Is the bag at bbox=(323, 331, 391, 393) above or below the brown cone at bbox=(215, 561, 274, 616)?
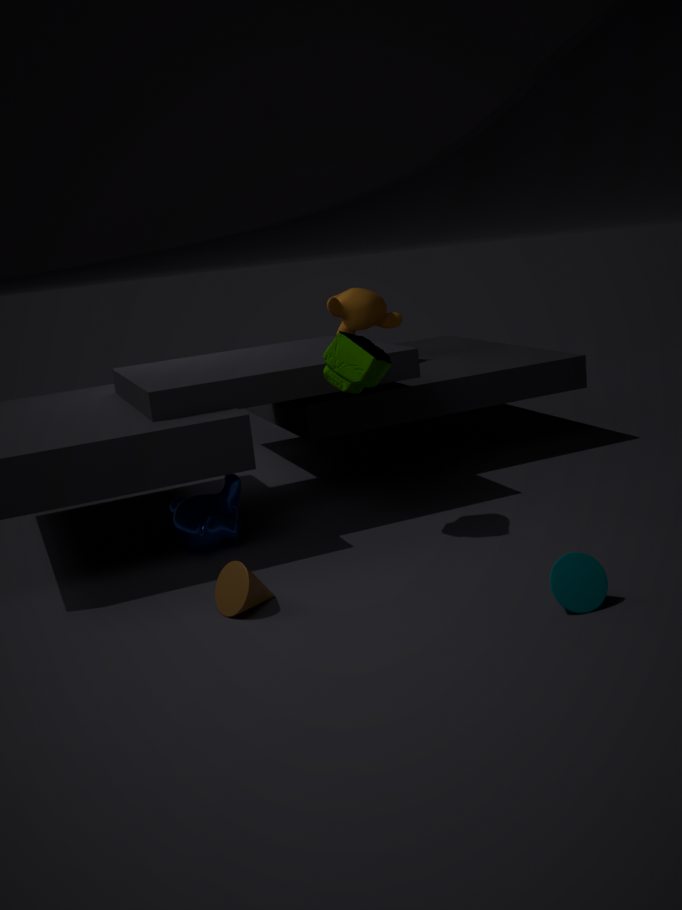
above
